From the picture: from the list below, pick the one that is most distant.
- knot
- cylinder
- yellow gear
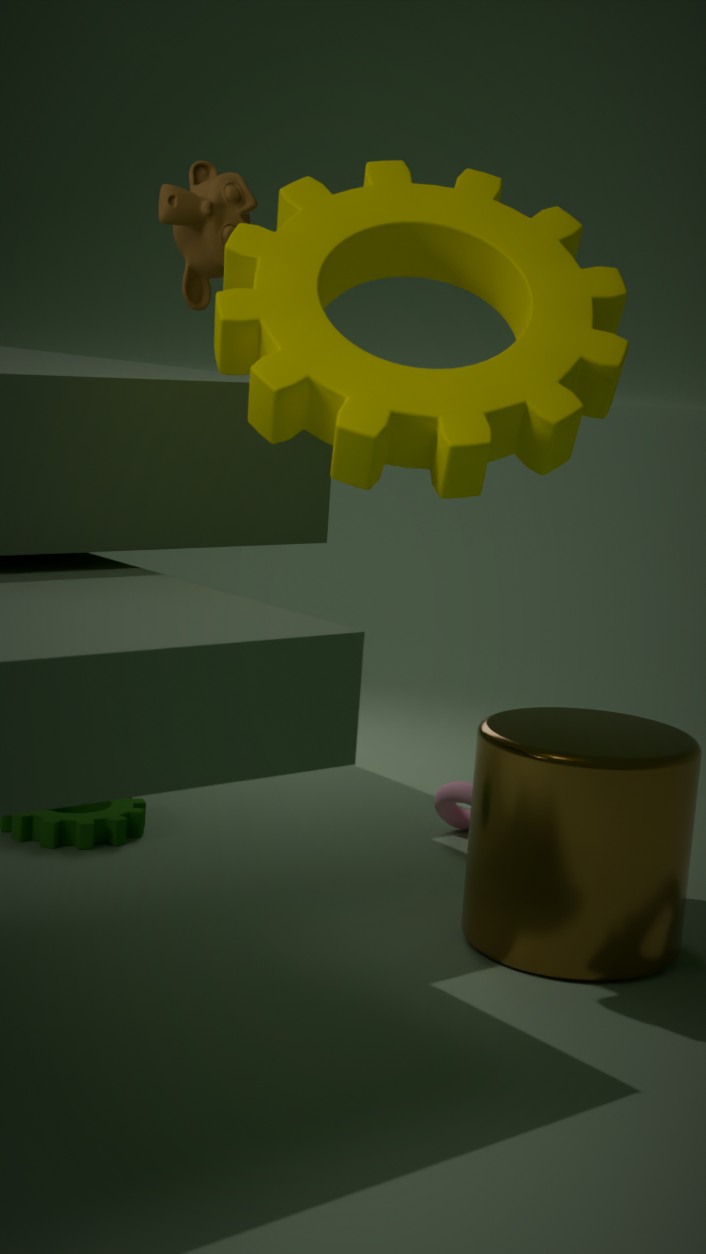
knot
